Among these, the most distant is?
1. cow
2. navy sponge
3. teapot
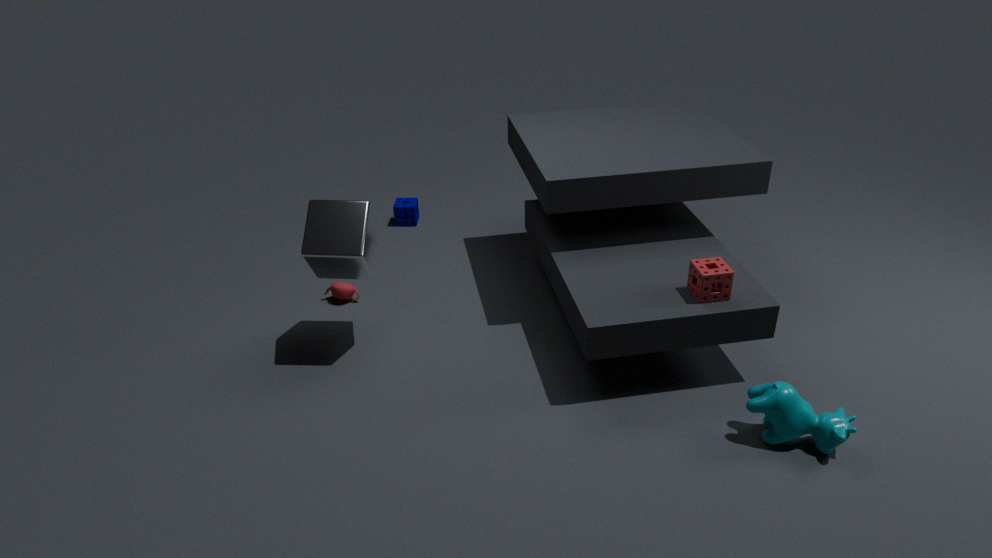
navy sponge
